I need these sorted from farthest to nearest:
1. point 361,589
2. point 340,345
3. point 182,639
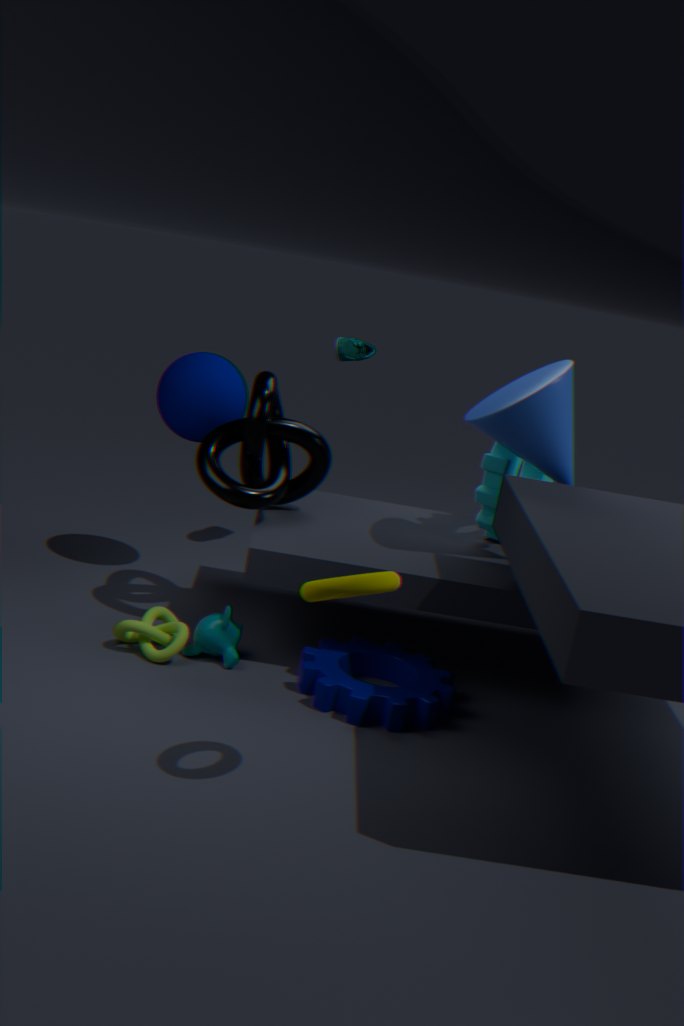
1. point 340,345
2. point 182,639
3. point 361,589
